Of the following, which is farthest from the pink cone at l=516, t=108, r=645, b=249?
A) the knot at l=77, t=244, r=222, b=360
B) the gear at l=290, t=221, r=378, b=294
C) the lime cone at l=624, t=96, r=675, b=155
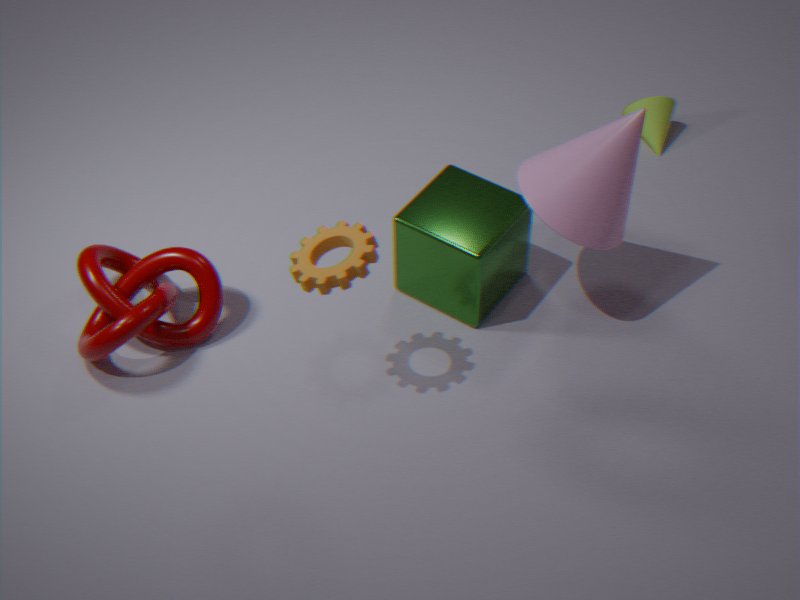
the knot at l=77, t=244, r=222, b=360
